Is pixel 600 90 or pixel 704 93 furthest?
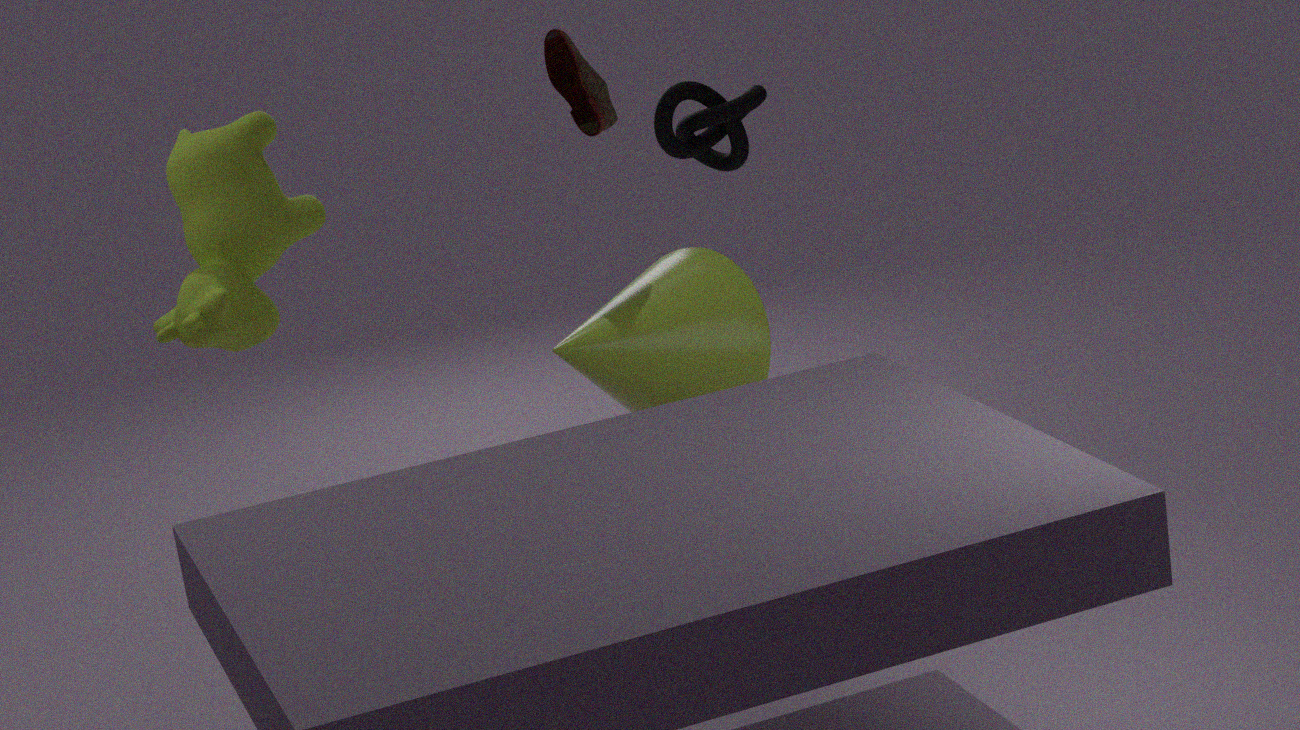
pixel 704 93
